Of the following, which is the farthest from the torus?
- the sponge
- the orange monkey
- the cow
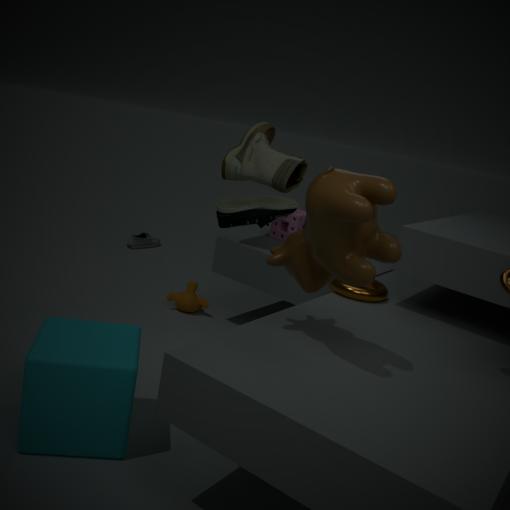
the orange monkey
